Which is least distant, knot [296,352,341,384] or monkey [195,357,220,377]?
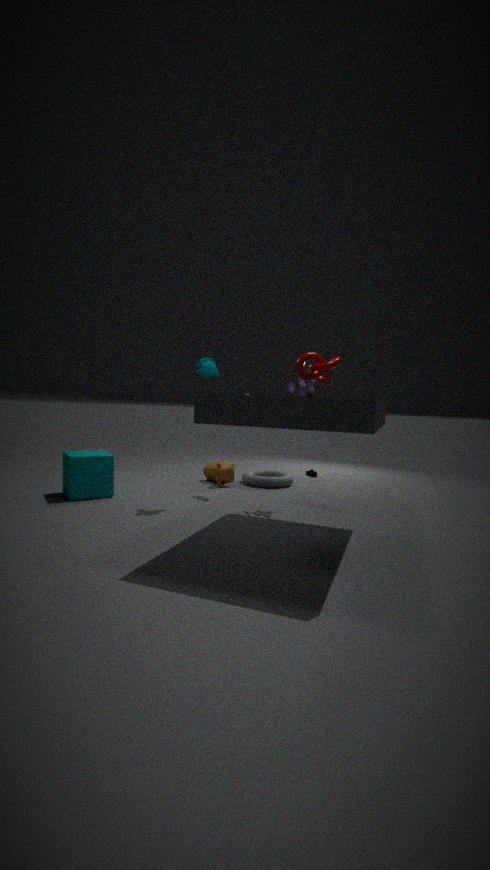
knot [296,352,341,384]
